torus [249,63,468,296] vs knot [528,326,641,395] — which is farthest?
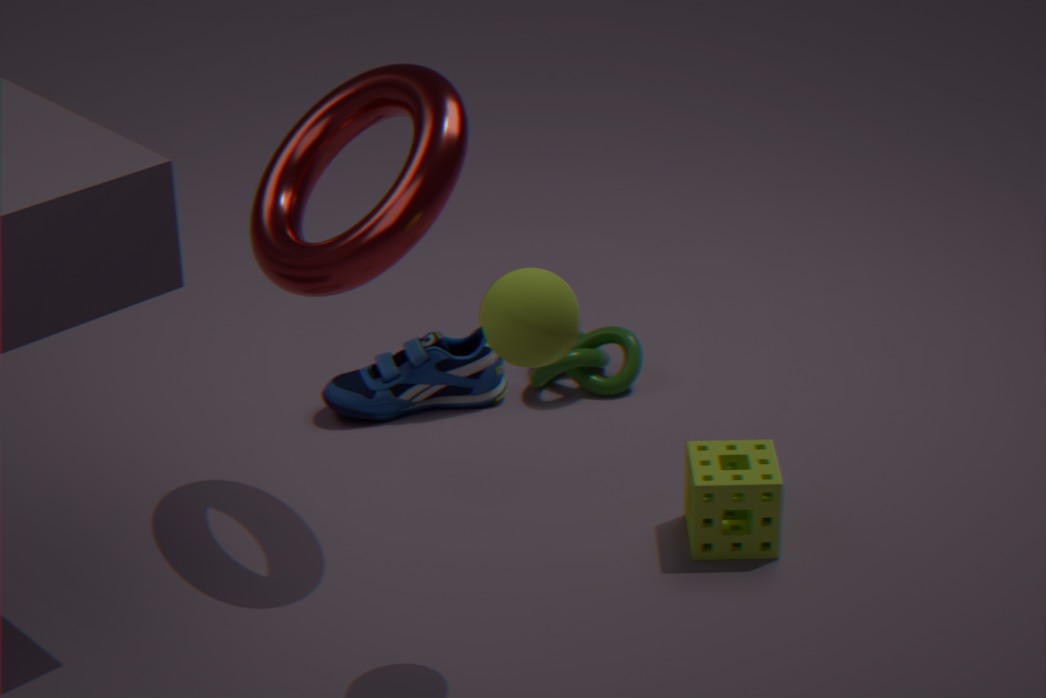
knot [528,326,641,395]
